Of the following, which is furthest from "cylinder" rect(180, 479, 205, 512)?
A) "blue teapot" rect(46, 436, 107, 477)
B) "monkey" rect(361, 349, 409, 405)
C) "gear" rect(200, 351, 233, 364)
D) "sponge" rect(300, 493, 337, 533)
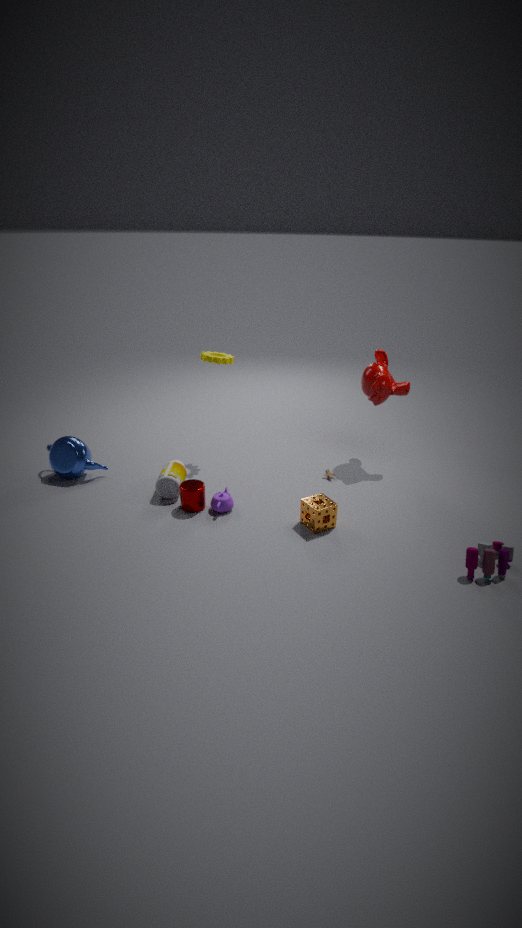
"monkey" rect(361, 349, 409, 405)
